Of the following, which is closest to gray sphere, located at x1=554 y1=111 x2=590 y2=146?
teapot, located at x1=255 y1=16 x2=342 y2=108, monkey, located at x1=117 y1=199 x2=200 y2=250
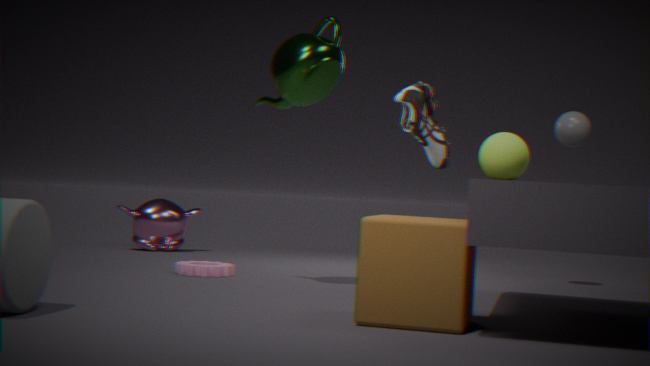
teapot, located at x1=255 y1=16 x2=342 y2=108
